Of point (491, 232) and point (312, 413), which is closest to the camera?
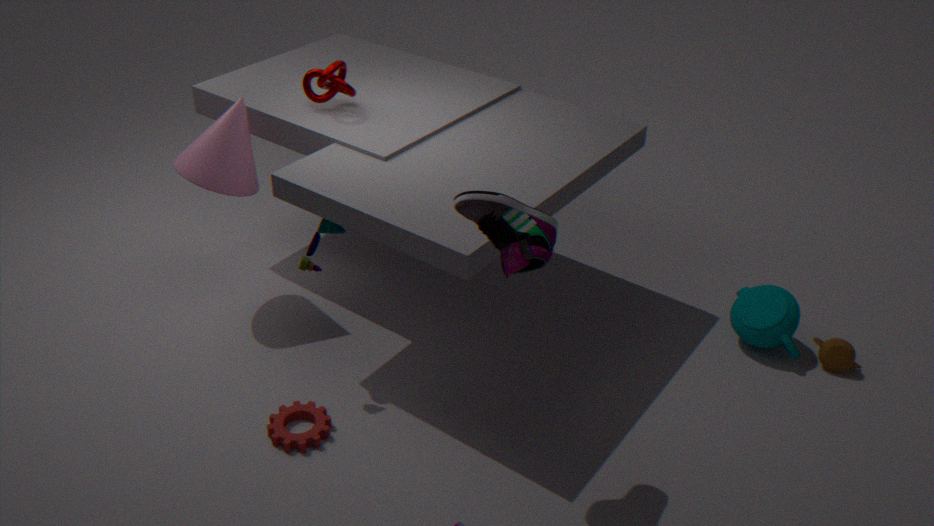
point (491, 232)
